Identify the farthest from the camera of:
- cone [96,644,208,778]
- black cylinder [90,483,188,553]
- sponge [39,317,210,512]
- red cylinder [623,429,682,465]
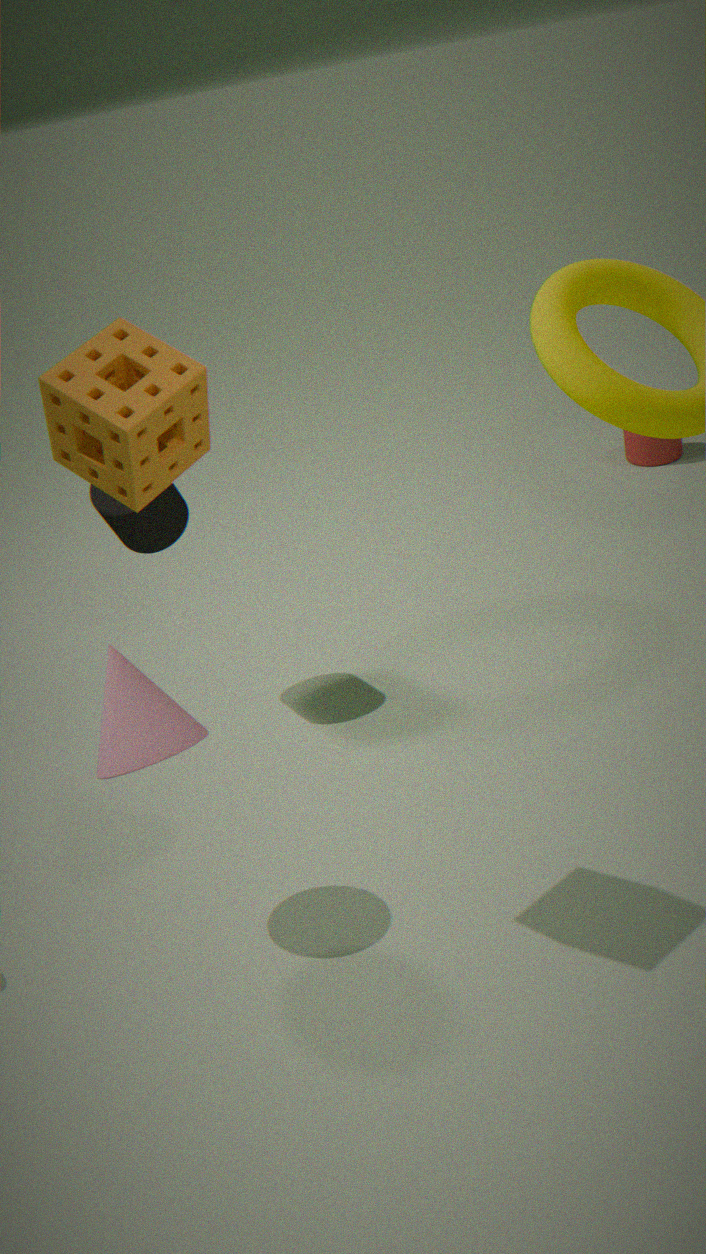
red cylinder [623,429,682,465]
